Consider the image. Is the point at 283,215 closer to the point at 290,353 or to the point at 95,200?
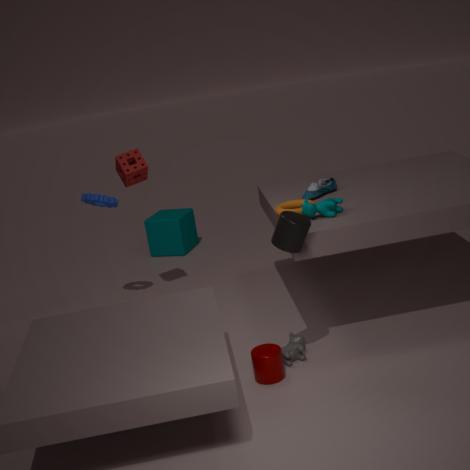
the point at 290,353
